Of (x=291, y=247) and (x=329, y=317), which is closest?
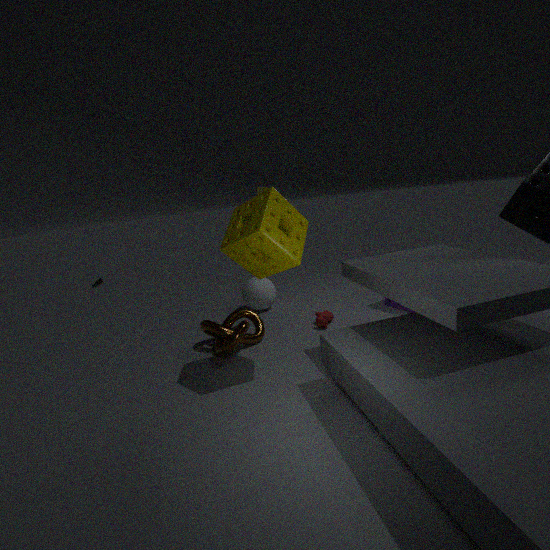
(x=291, y=247)
